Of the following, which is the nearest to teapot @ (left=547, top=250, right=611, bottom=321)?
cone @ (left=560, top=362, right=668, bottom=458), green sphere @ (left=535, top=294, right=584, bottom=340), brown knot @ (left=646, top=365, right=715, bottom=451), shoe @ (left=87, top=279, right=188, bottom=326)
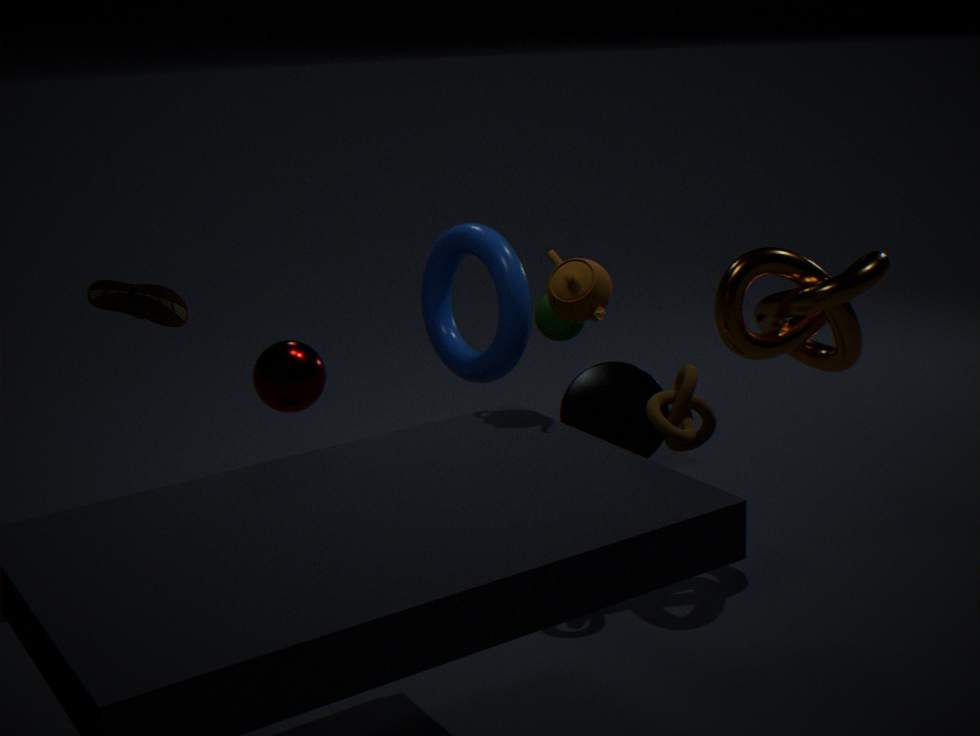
brown knot @ (left=646, top=365, right=715, bottom=451)
